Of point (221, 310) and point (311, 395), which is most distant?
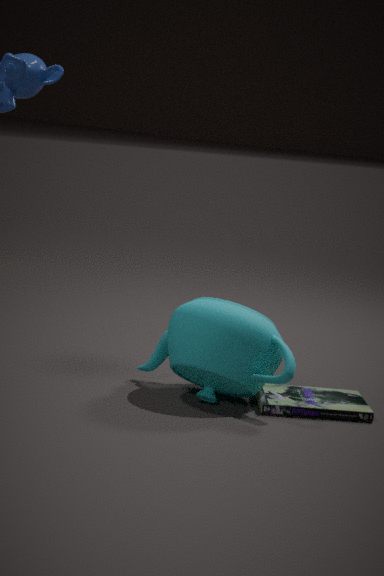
point (311, 395)
